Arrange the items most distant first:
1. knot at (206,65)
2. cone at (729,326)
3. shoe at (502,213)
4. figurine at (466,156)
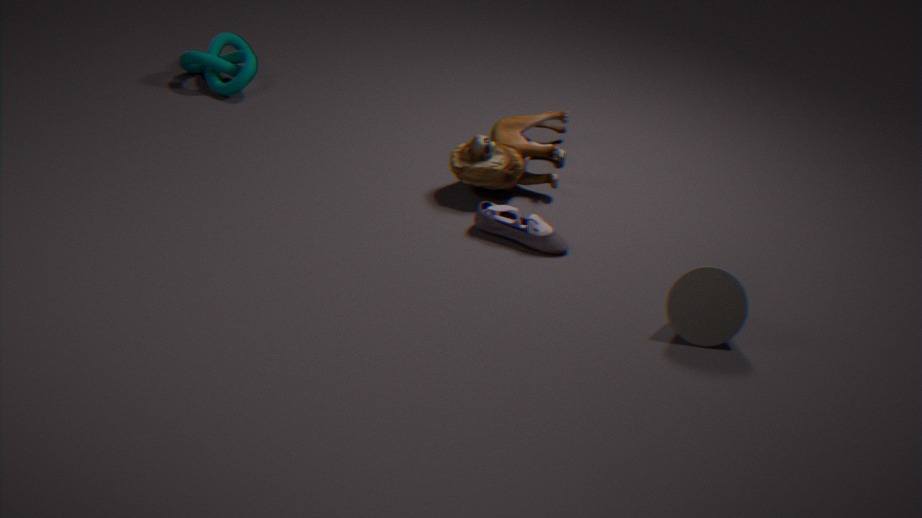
knot at (206,65)
figurine at (466,156)
shoe at (502,213)
cone at (729,326)
